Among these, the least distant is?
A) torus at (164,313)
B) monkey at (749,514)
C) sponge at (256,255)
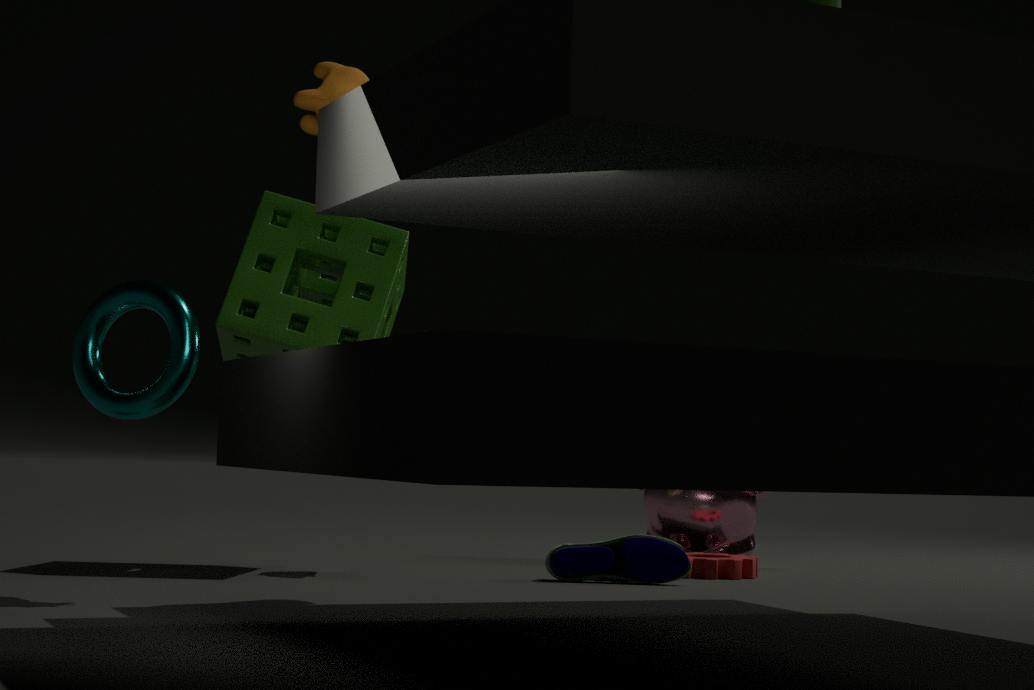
torus at (164,313)
